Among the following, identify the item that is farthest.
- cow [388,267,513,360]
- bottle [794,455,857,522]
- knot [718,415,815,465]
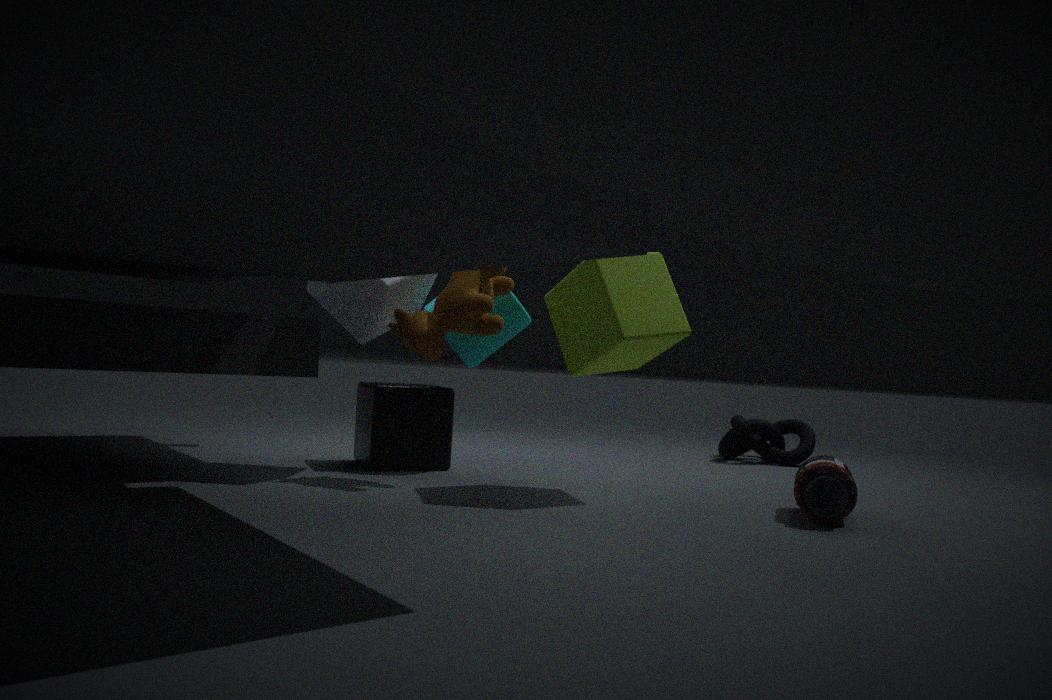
knot [718,415,815,465]
